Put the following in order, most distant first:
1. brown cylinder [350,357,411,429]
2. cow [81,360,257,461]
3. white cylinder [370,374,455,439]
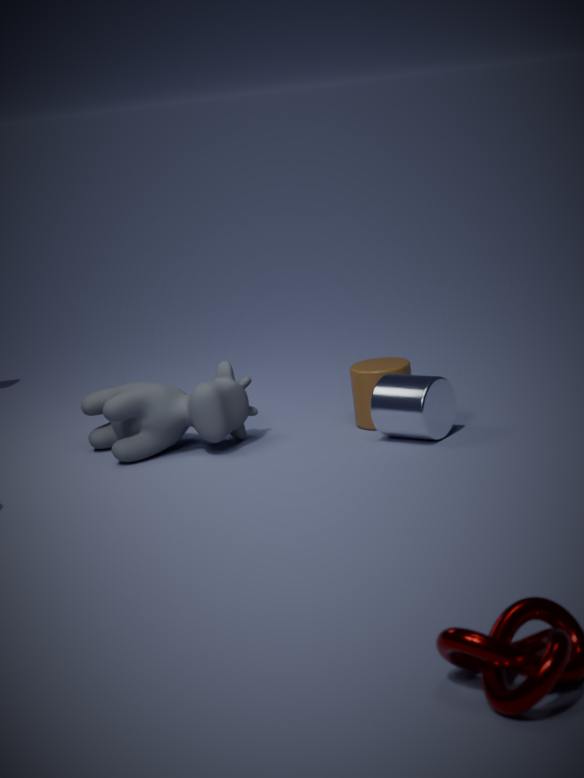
brown cylinder [350,357,411,429]
cow [81,360,257,461]
white cylinder [370,374,455,439]
